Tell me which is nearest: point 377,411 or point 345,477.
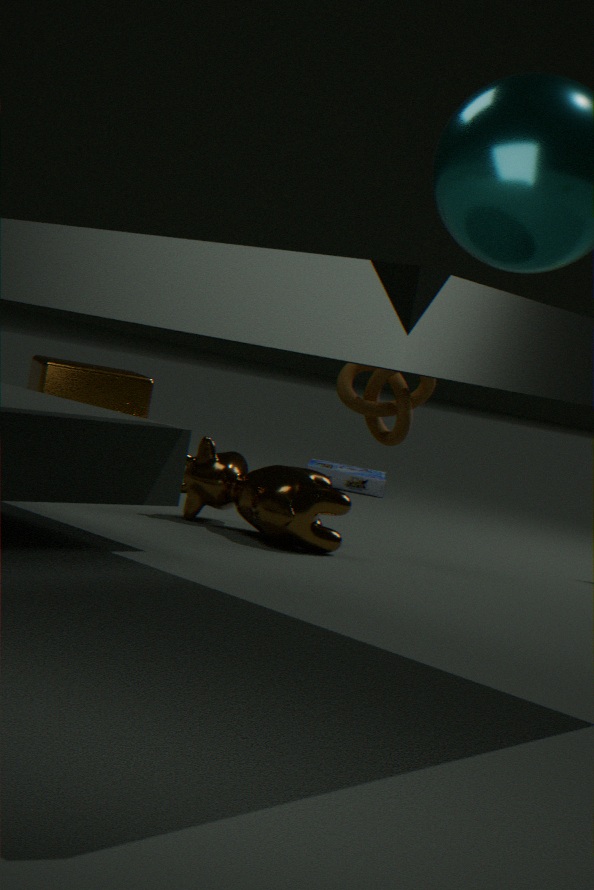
point 377,411
